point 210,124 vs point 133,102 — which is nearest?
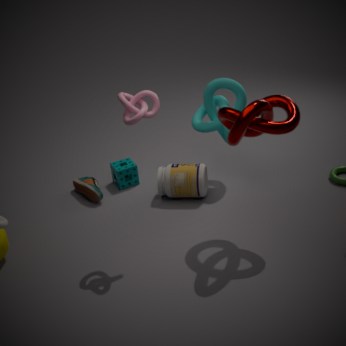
point 133,102
